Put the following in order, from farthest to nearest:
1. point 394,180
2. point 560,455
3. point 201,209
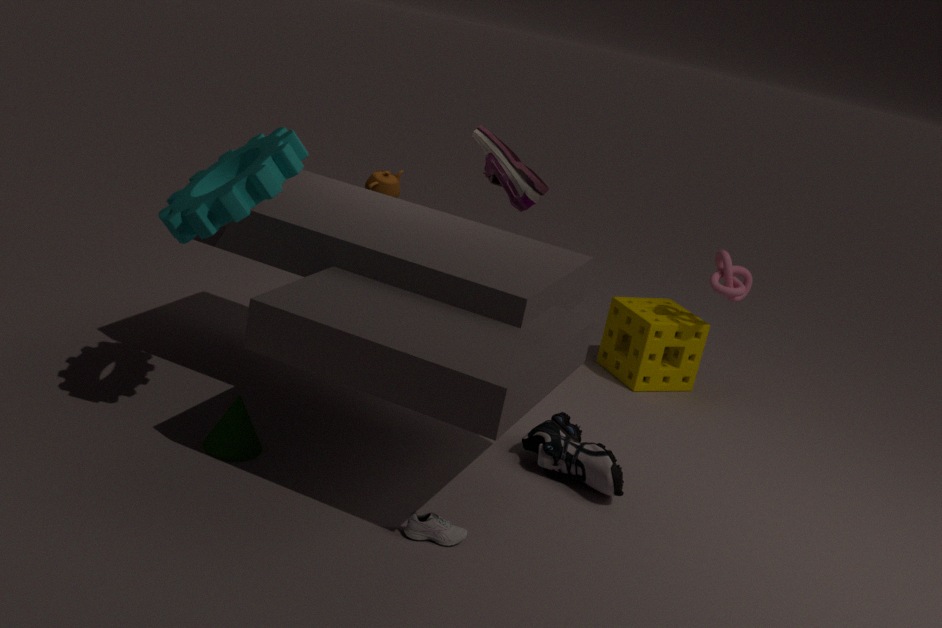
point 394,180, point 560,455, point 201,209
